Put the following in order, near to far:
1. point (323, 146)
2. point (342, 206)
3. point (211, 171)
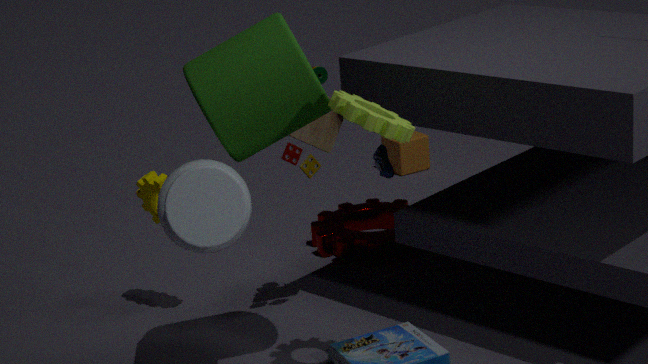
1. point (211, 171)
2. point (323, 146)
3. point (342, 206)
